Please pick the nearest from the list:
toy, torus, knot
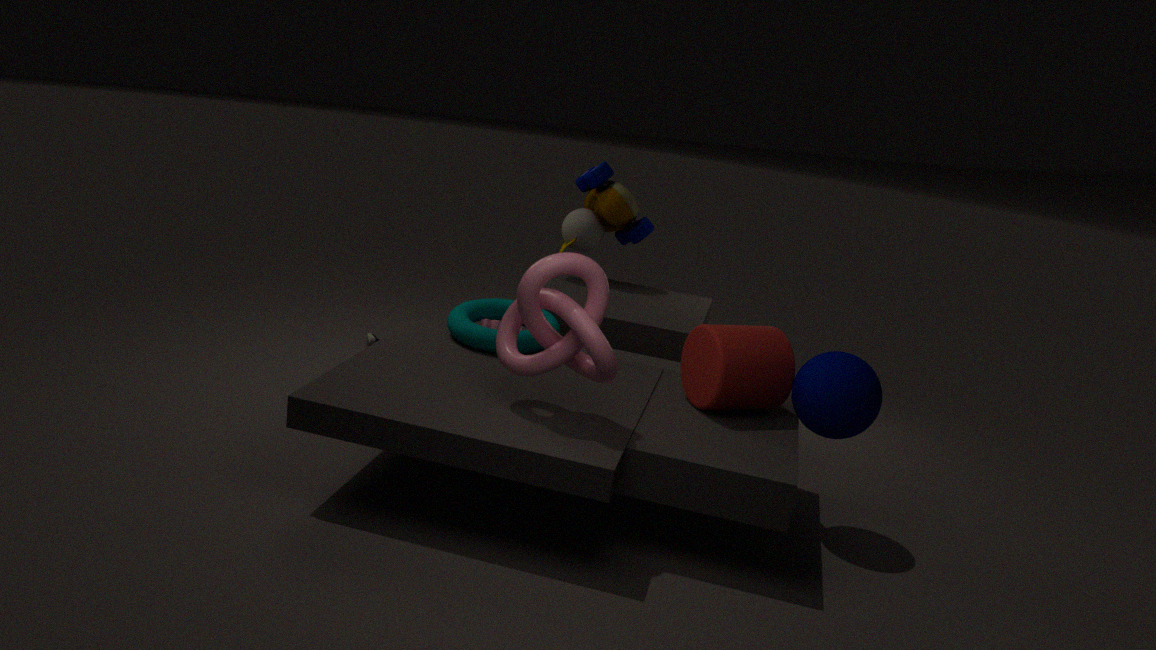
knot
